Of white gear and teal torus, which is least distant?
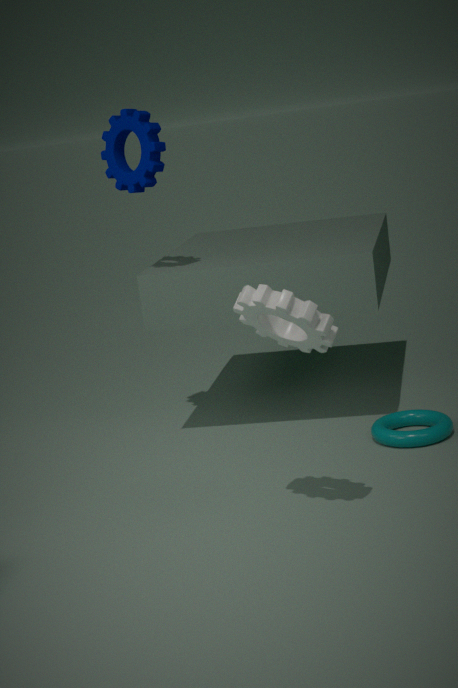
white gear
